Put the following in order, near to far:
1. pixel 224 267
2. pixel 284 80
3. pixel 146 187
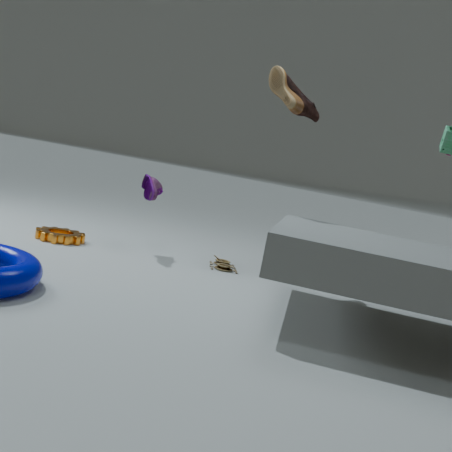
pixel 284 80 → pixel 146 187 → pixel 224 267
